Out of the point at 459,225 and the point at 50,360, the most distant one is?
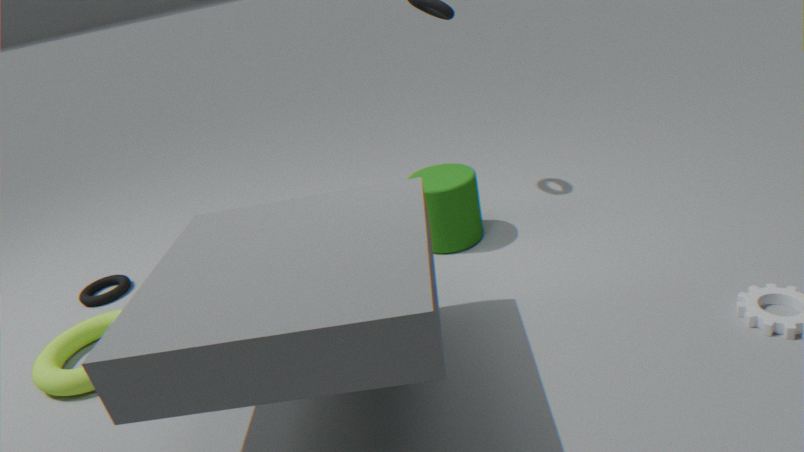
the point at 459,225
